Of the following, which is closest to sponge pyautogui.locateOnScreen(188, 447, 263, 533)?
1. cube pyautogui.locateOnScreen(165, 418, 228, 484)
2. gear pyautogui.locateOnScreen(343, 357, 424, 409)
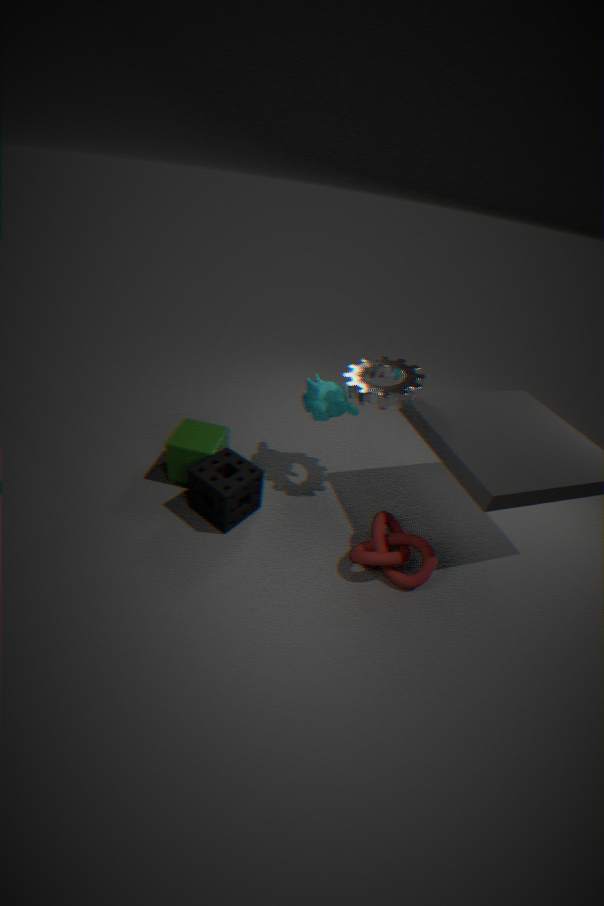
cube pyautogui.locateOnScreen(165, 418, 228, 484)
